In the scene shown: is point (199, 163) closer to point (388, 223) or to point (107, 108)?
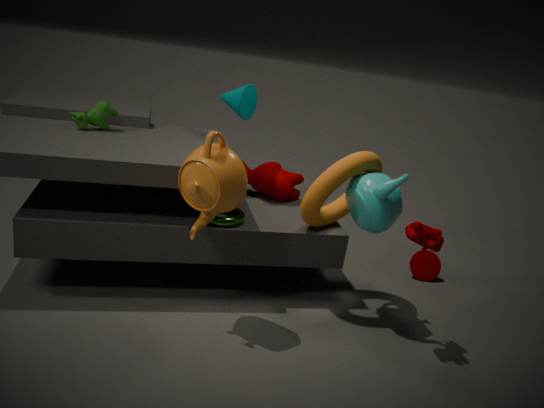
point (388, 223)
